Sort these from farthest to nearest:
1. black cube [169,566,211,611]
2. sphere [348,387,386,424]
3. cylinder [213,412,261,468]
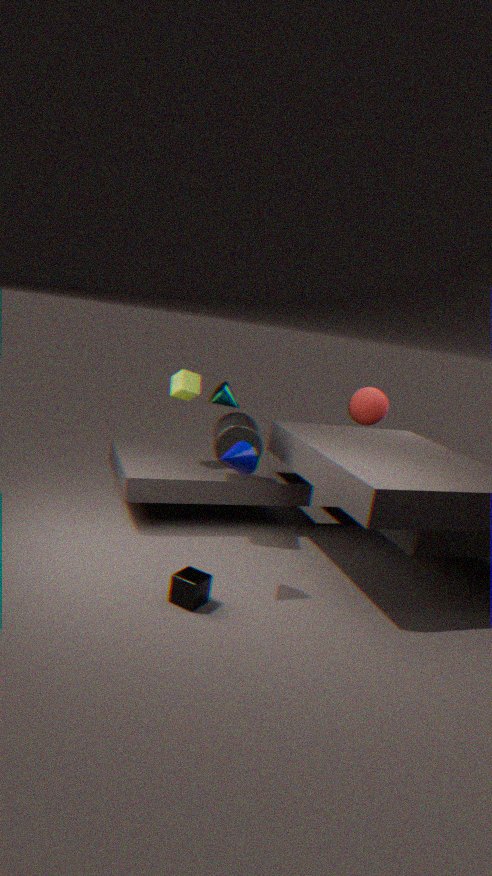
sphere [348,387,386,424]
cylinder [213,412,261,468]
black cube [169,566,211,611]
